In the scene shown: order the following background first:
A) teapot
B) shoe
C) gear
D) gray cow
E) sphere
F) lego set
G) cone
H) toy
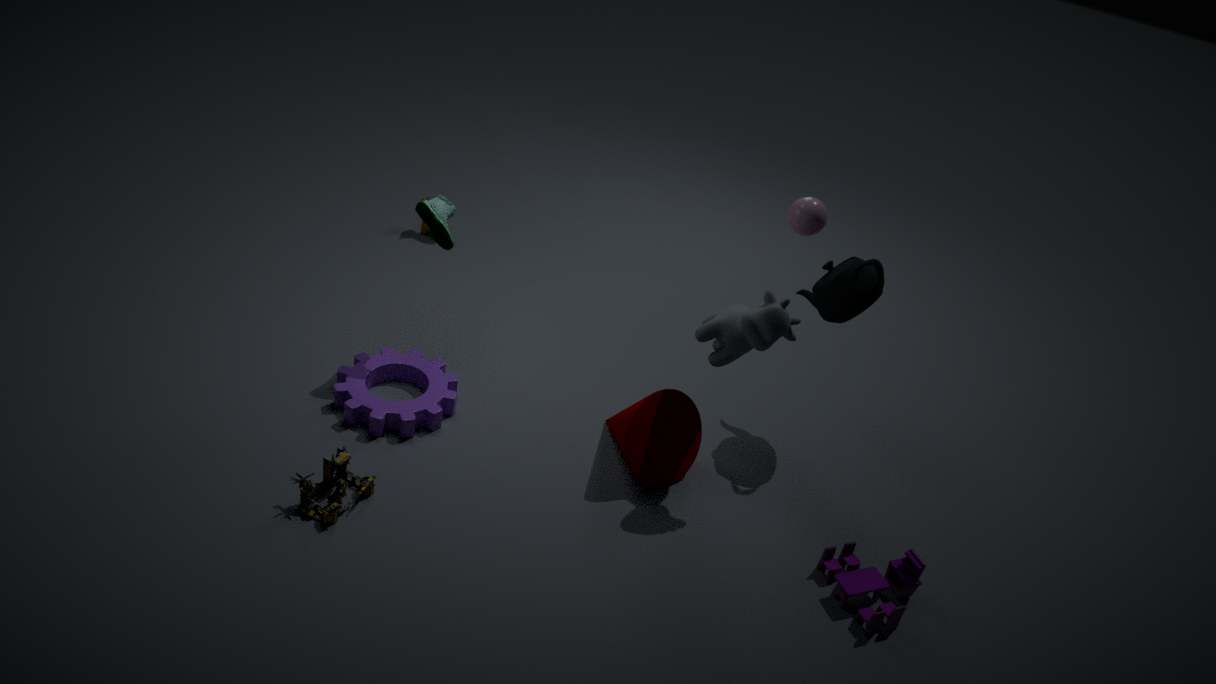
1. sphere
2. shoe
3. teapot
4. gear
5. cone
6. gray cow
7. toy
8. lego set
